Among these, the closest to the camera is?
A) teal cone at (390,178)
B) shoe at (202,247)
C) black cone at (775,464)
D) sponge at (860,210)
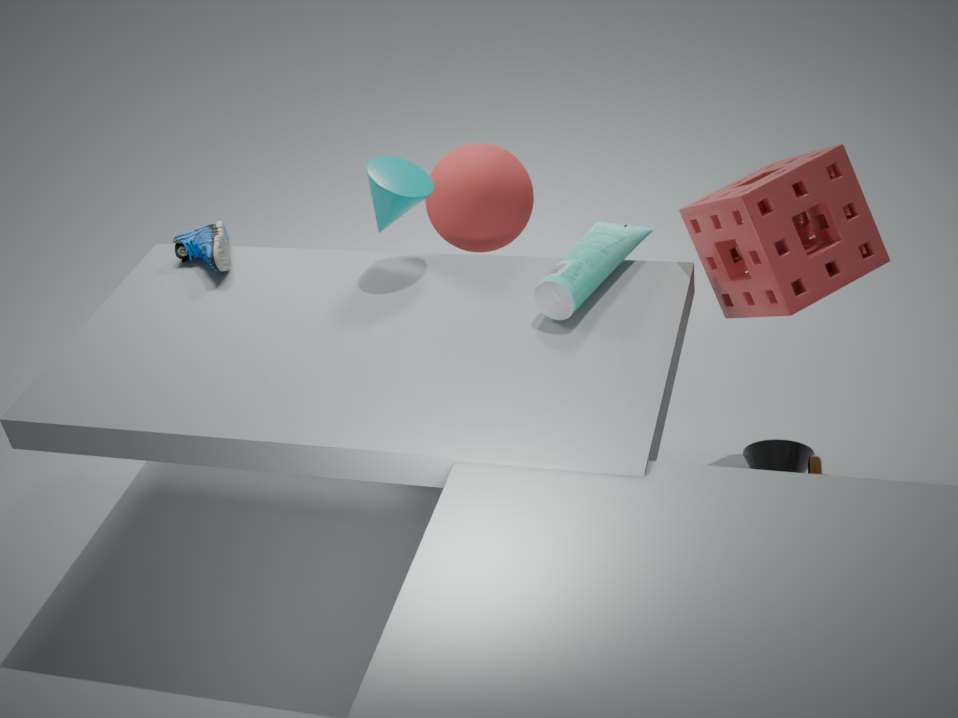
sponge at (860,210)
